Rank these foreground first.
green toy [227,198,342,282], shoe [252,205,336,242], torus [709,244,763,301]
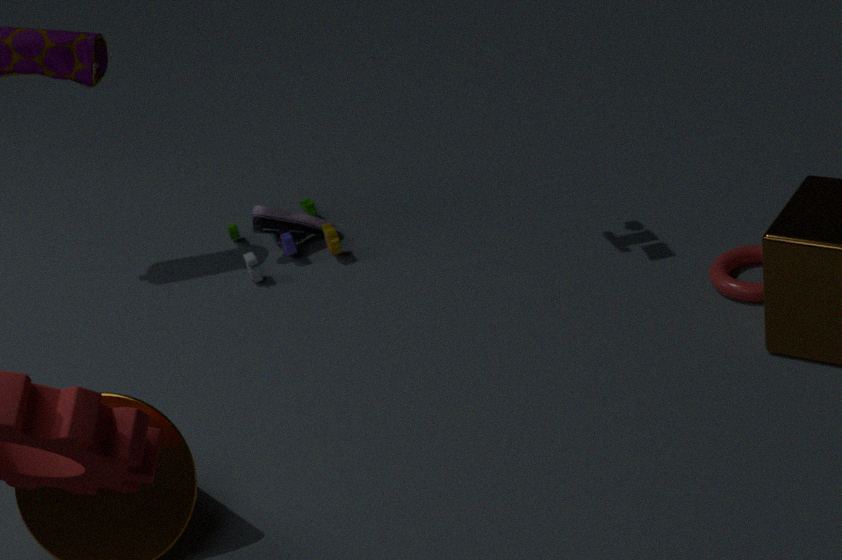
1. torus [709,244,763,301]
2. green toy [227,198,342,282]
3. shoe [252,205,336,242]
